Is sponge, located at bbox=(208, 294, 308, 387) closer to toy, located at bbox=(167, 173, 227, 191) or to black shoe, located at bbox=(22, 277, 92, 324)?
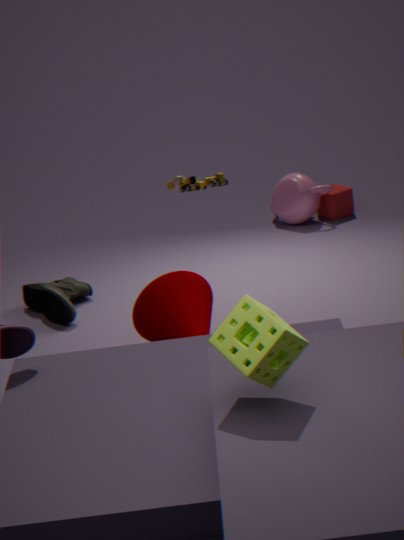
toy, located at bbox=(167, 173, 227, 191)
